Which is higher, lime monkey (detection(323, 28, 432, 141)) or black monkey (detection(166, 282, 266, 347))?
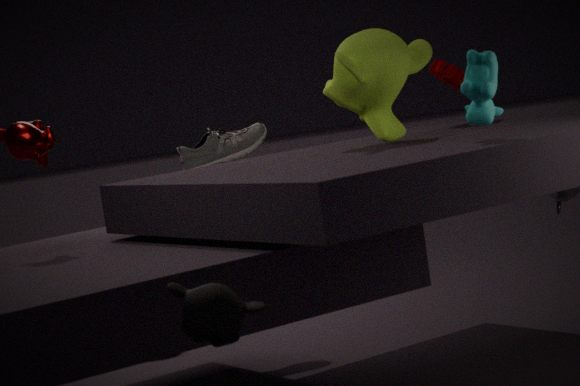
lime monkey (detection(323, 28, 432, 141))
